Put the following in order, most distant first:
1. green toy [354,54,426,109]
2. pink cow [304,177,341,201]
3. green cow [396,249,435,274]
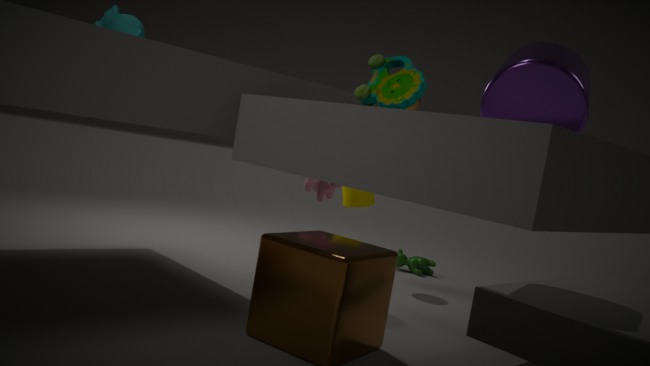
green cow [396,249,435,274] < pink cow [304,177,341,201] < green toy [354,54,426,109]
